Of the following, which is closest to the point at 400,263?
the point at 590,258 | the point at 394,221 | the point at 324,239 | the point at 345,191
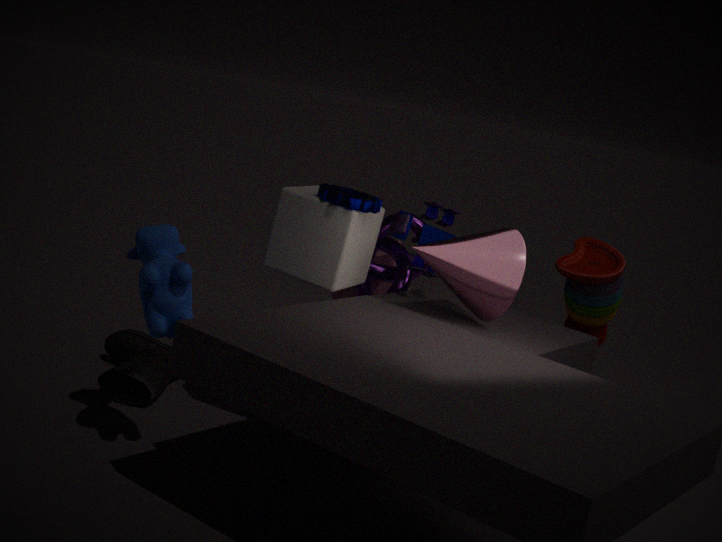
the point at 394,221
